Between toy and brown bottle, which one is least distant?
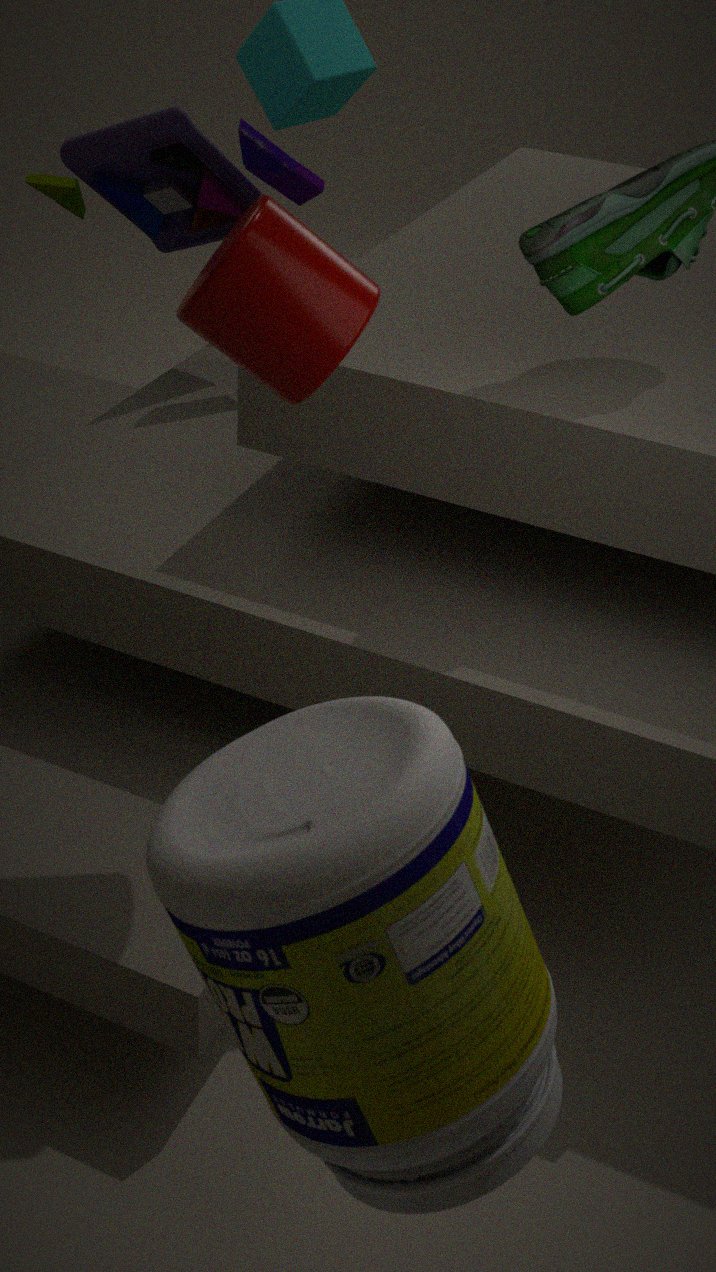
brown bottle
